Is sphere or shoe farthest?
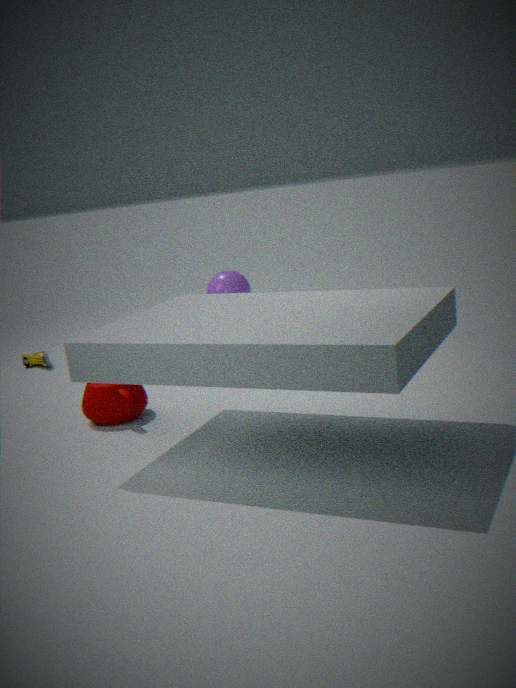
sphere
